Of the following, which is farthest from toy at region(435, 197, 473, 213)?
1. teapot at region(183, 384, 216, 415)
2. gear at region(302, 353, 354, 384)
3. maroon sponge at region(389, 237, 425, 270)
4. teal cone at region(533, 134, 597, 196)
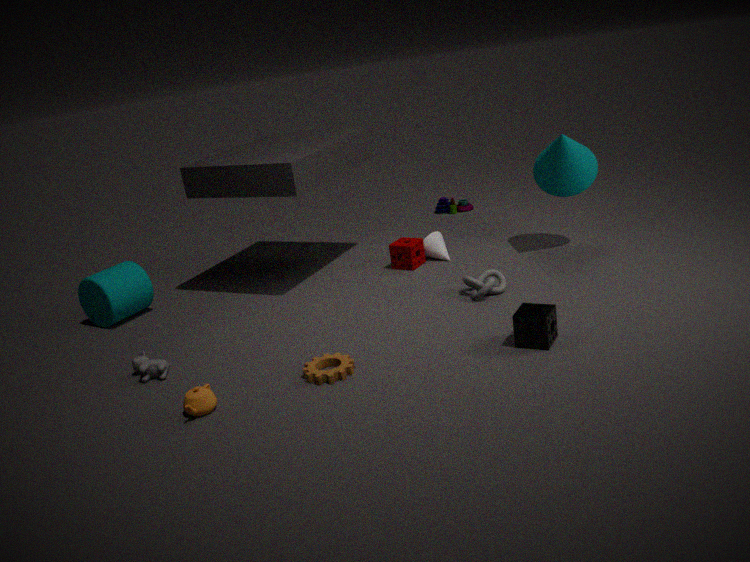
teapot at region(183, 384, 216, 415)
